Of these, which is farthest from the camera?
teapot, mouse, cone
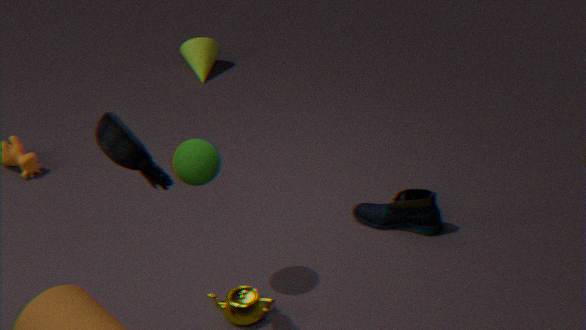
cone
